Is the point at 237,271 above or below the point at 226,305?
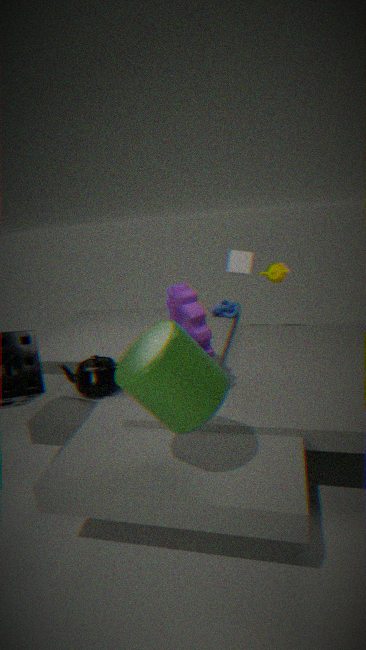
above
